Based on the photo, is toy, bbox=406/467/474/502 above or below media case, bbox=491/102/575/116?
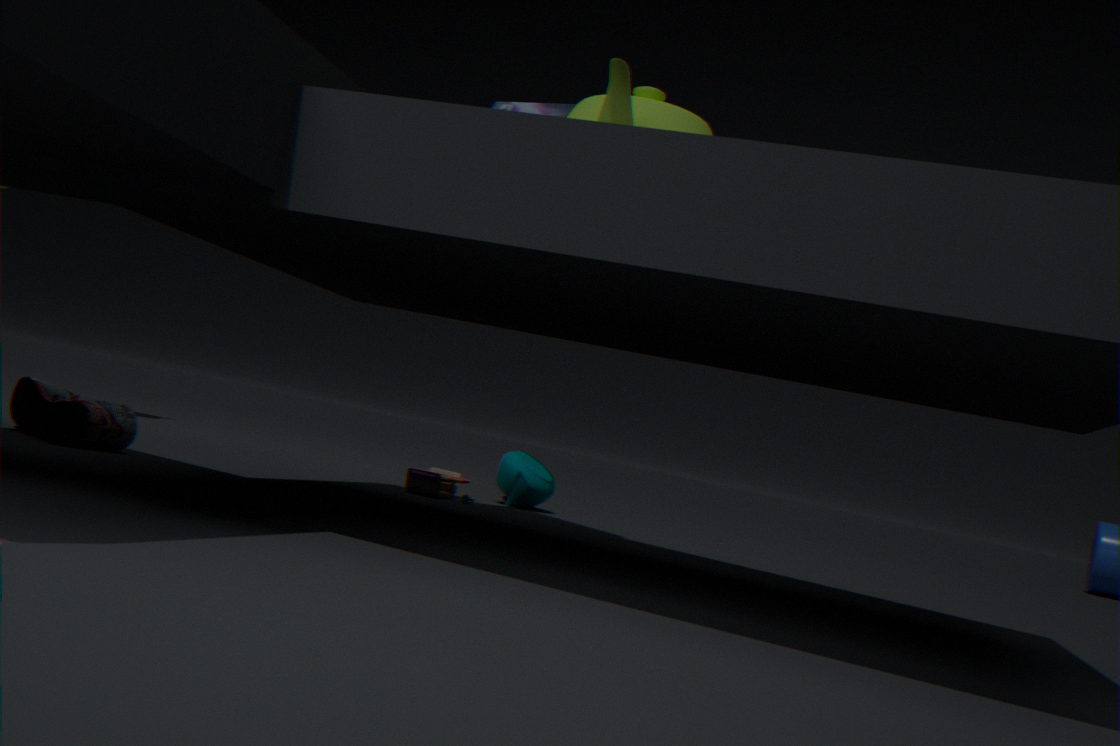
below
